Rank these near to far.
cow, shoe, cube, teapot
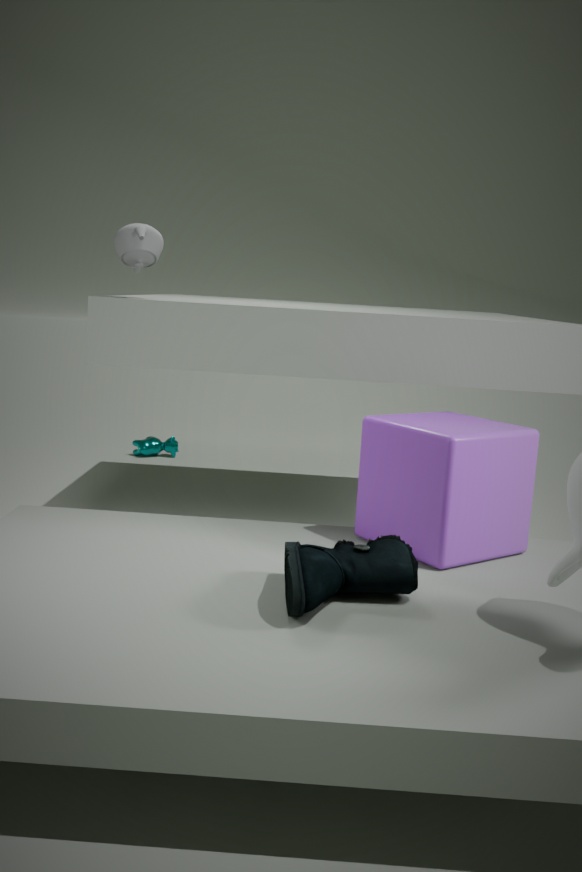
shoe → cube → teapot → cow
